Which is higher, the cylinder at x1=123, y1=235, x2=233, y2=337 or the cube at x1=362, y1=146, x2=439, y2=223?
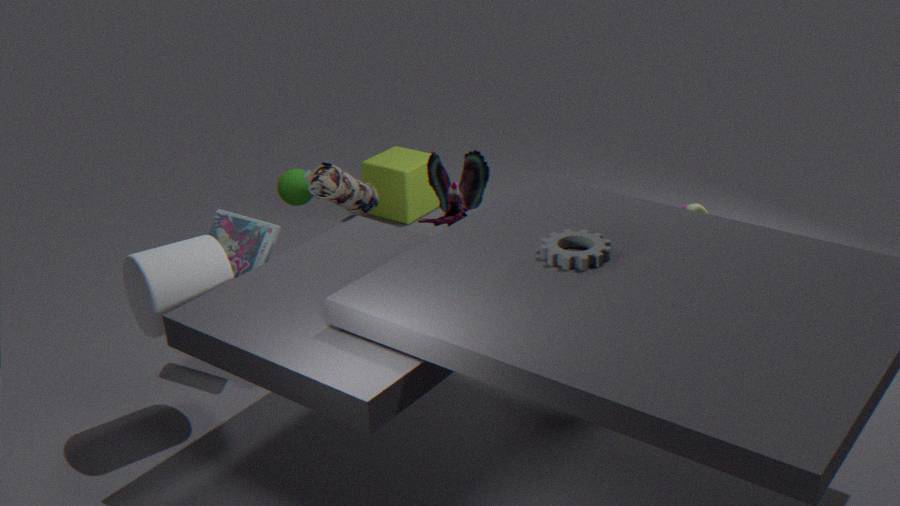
the cylinder at x1=123, y1=235, x2=233, y2=337
